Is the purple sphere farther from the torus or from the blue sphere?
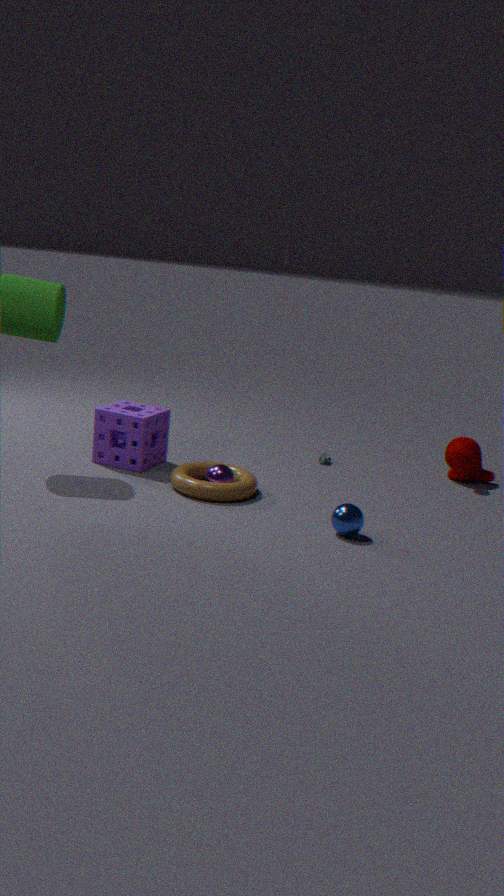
the blue sphere
